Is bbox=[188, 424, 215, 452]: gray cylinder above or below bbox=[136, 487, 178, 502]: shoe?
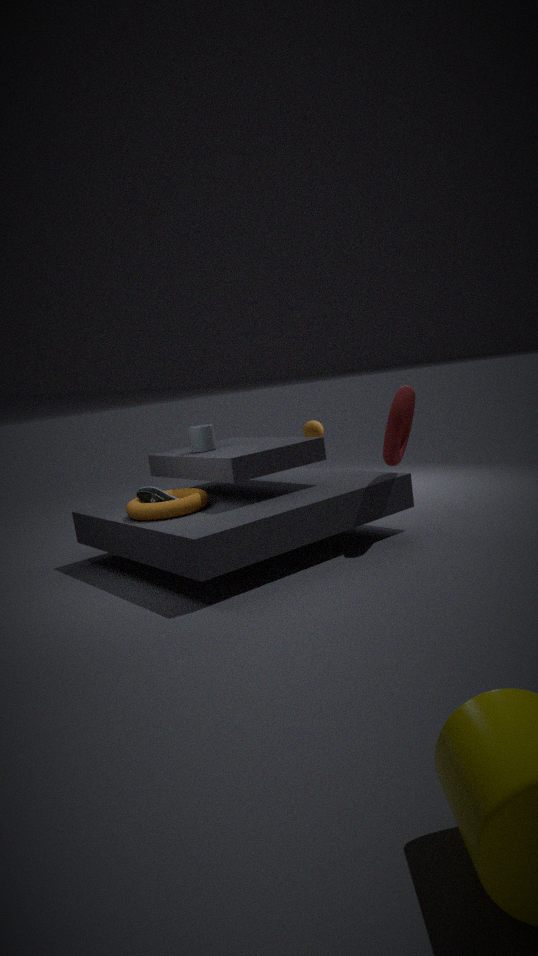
above
